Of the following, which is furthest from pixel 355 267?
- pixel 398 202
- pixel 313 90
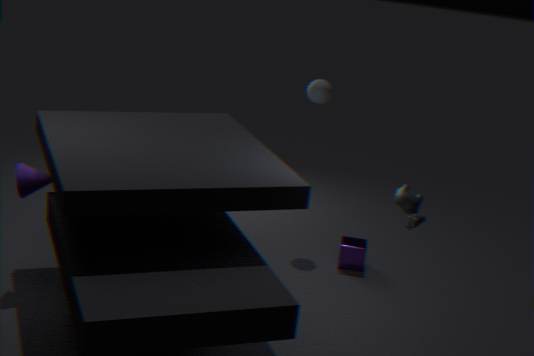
pixel 313 90
